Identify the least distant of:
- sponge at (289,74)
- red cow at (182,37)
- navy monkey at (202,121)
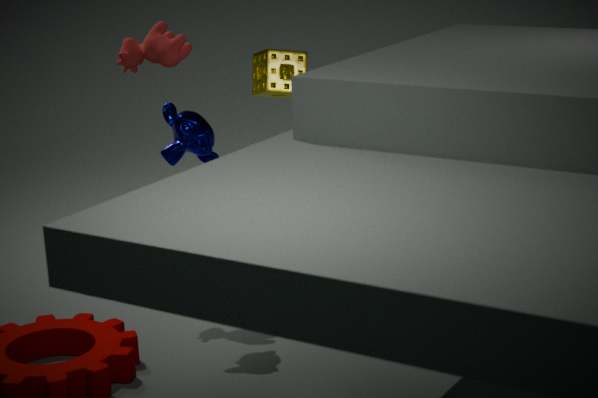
navy monkey at (202,121)
